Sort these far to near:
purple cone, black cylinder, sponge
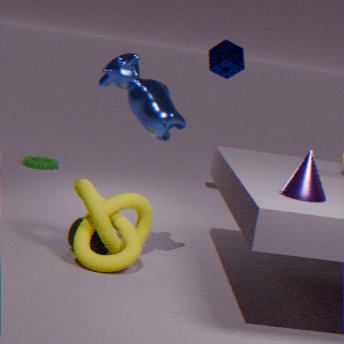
sponge < black cylinder < purple cone
